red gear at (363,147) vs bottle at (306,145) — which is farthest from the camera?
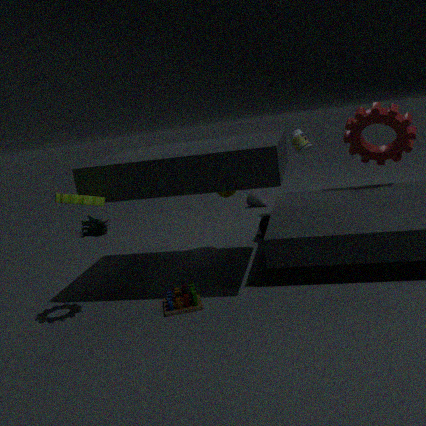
bottle at (306,145)
